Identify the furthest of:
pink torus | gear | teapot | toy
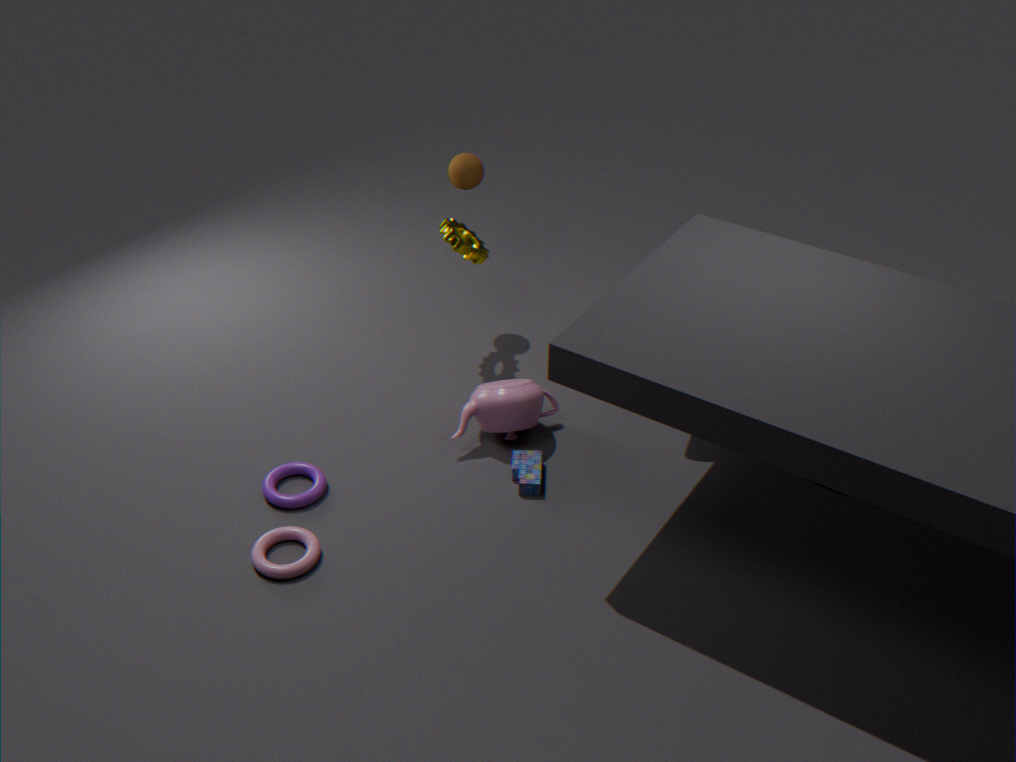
gear
